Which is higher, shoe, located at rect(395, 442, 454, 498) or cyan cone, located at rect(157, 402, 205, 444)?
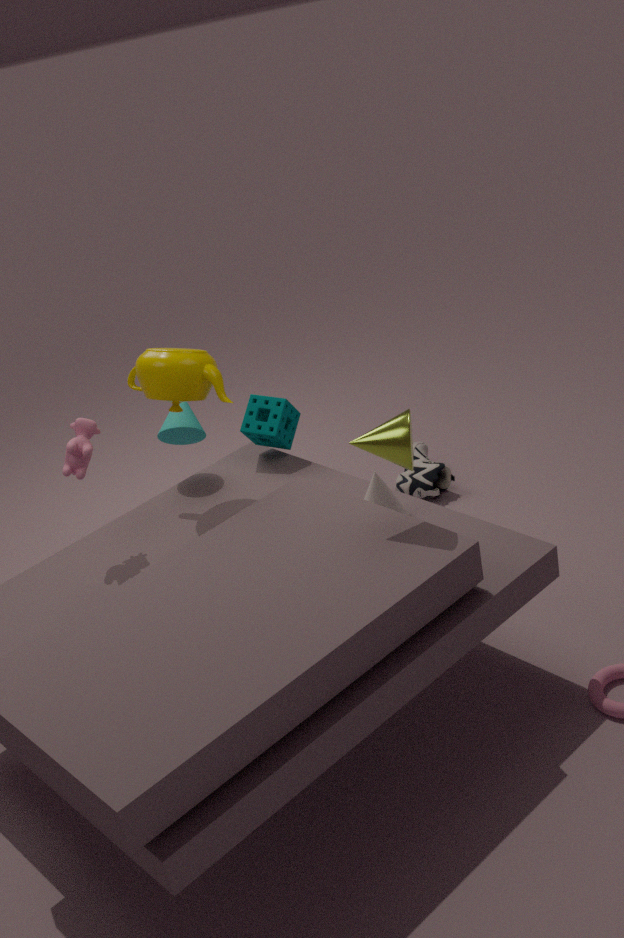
cyan cone, located at rect(157, 402, 205, 444)
